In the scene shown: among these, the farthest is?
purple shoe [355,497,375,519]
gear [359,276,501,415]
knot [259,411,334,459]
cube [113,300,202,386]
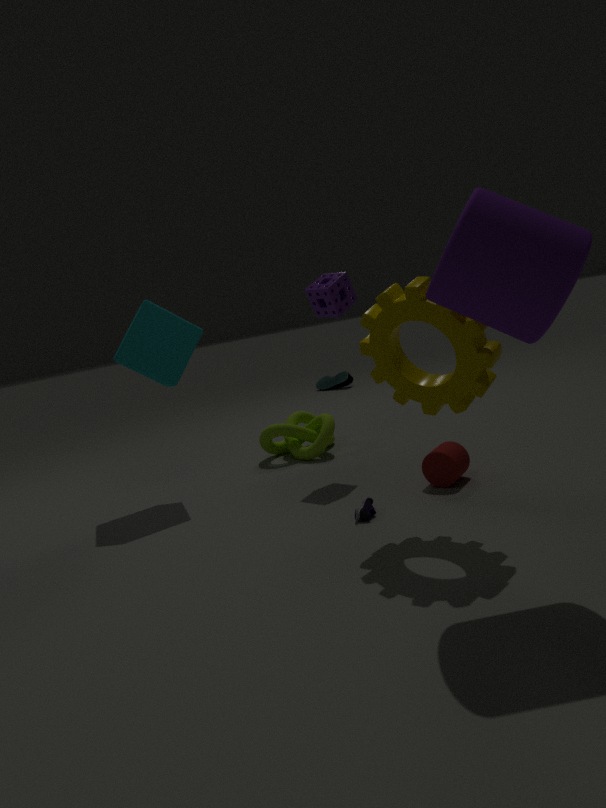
knot [259,411,334,459]
